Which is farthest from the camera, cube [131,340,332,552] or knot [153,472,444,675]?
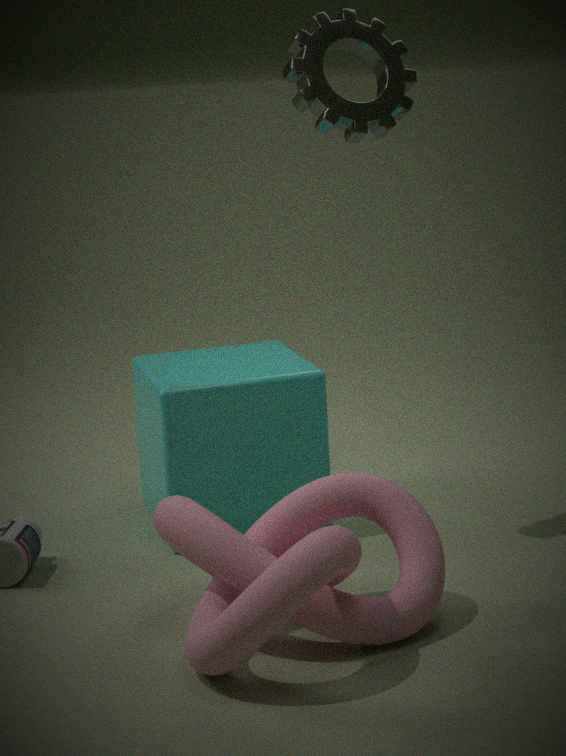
cube [131,340,332,552]
